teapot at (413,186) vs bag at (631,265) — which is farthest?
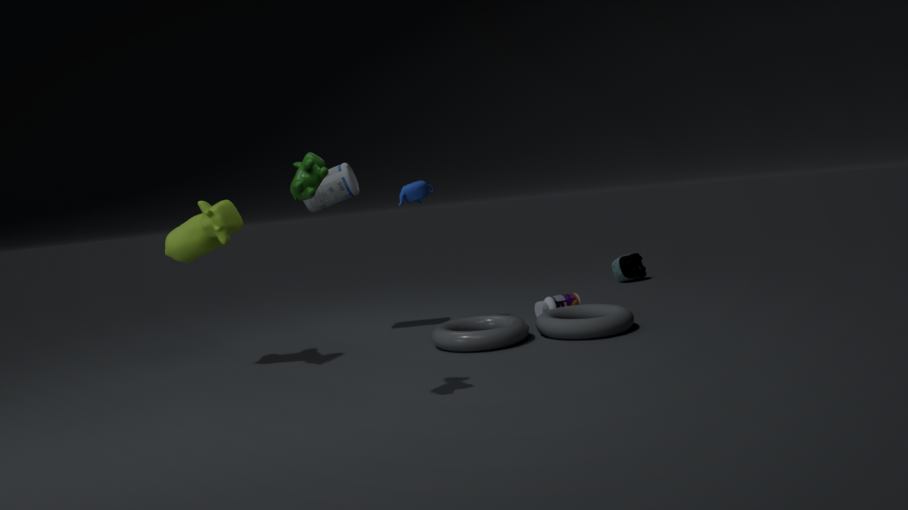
bag at (631,265)
